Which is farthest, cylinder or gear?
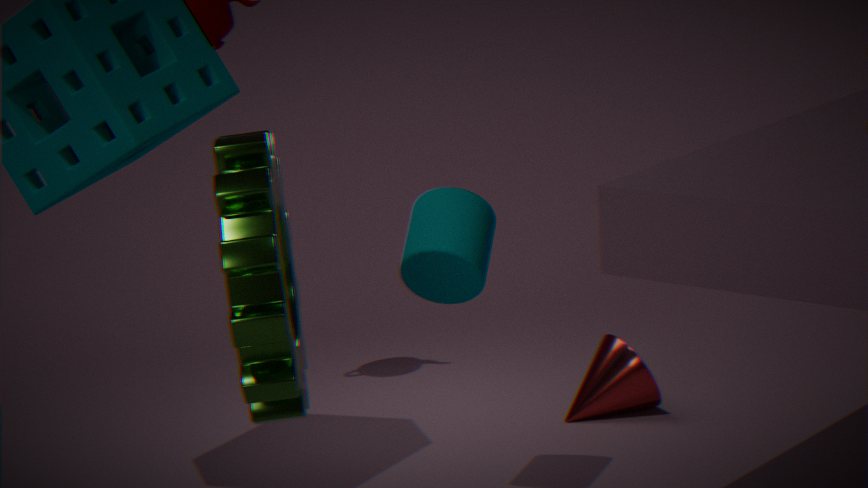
cylinder
